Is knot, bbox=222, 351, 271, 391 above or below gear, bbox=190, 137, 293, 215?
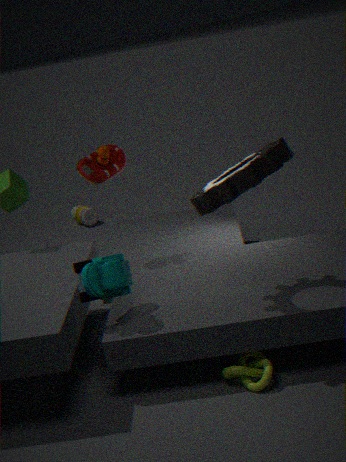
below
